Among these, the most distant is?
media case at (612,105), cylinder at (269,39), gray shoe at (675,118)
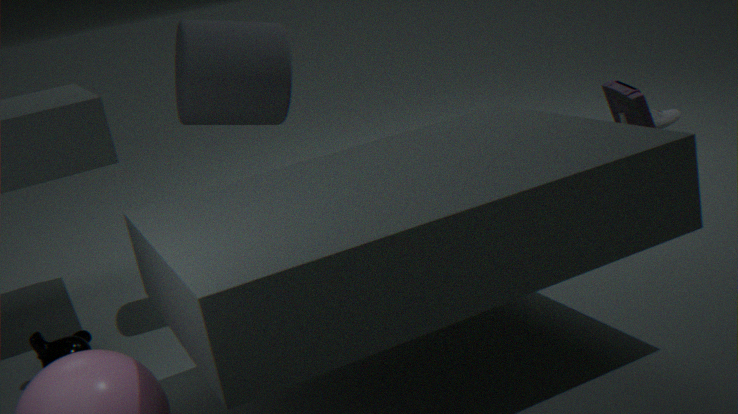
gray shoe at (675,118)
